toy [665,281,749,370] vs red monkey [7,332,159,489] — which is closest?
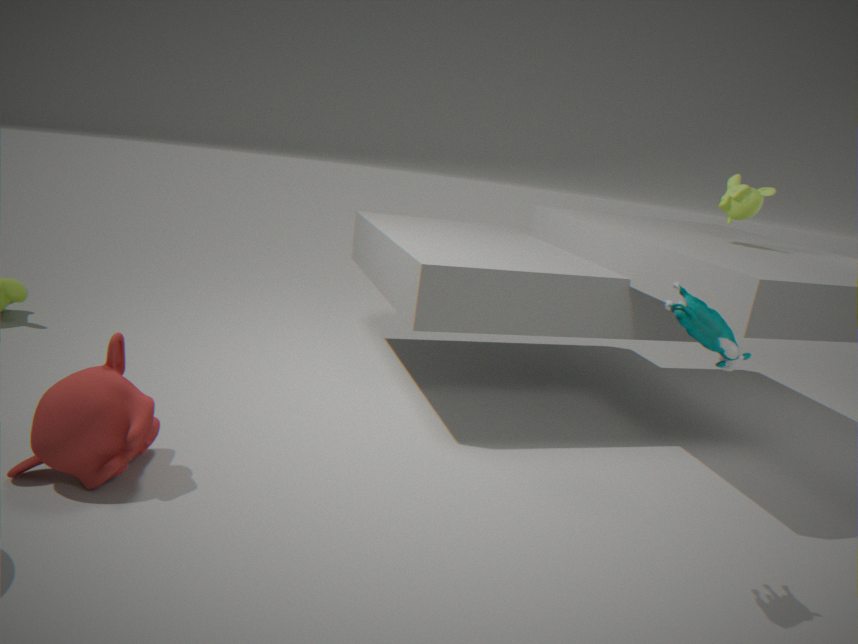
toy [665,281,749,370]
